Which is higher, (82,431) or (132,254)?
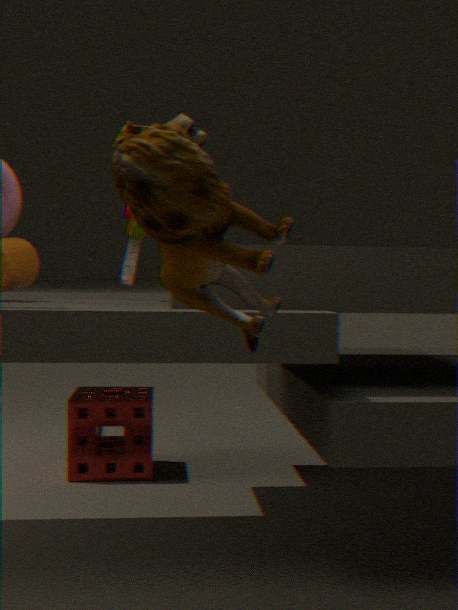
(132,254)
